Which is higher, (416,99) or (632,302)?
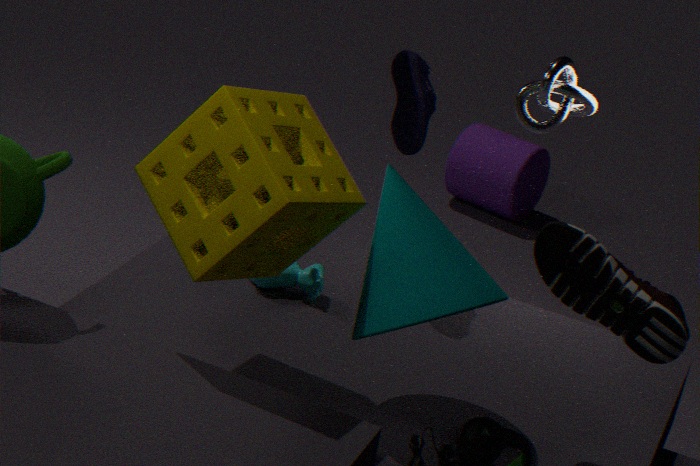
(416,99)
